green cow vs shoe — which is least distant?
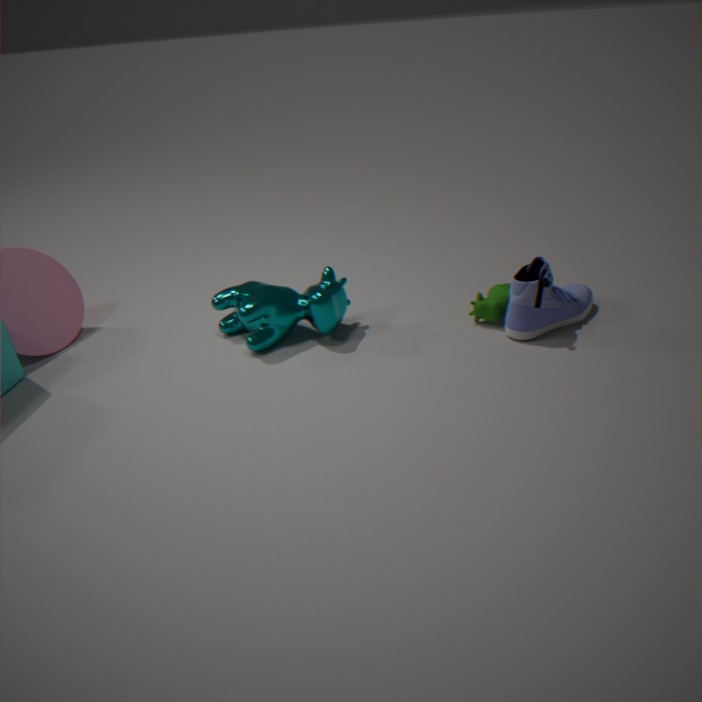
shoe
